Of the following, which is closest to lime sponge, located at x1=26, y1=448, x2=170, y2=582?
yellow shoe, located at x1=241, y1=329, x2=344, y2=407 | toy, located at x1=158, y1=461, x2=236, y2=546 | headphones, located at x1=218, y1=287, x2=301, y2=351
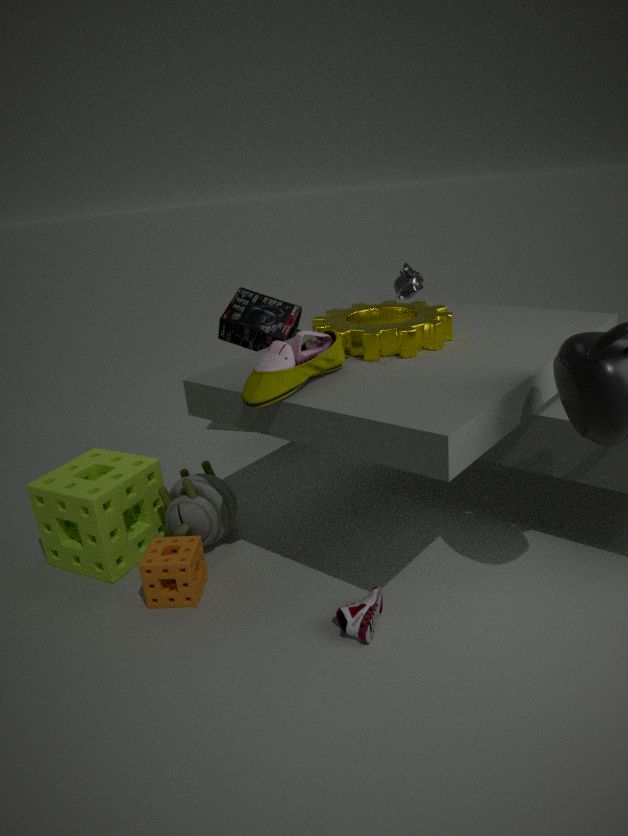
toy, located at x1=158, y1=461, x2=236, y2=546
